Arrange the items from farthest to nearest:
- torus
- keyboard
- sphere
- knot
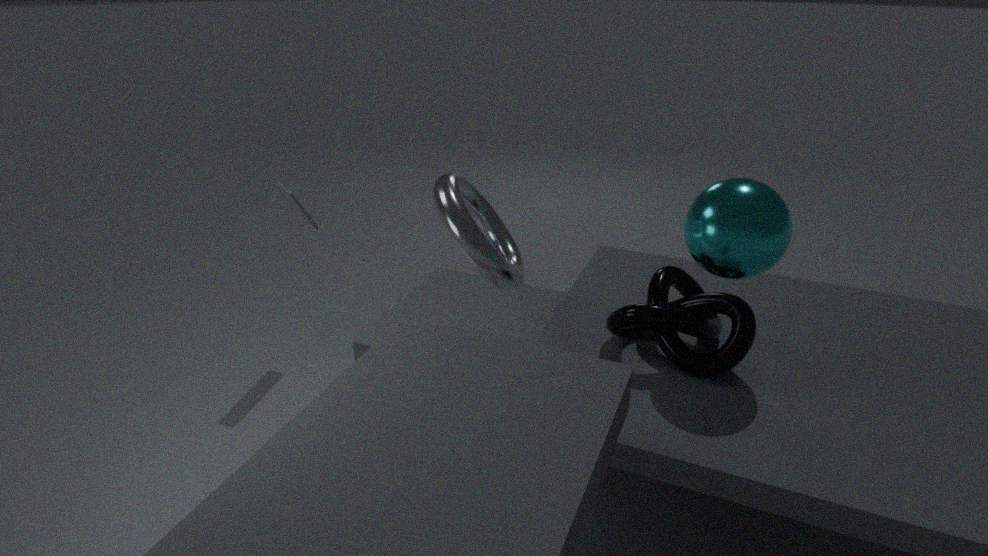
keyboard → torus → knot → sphere
